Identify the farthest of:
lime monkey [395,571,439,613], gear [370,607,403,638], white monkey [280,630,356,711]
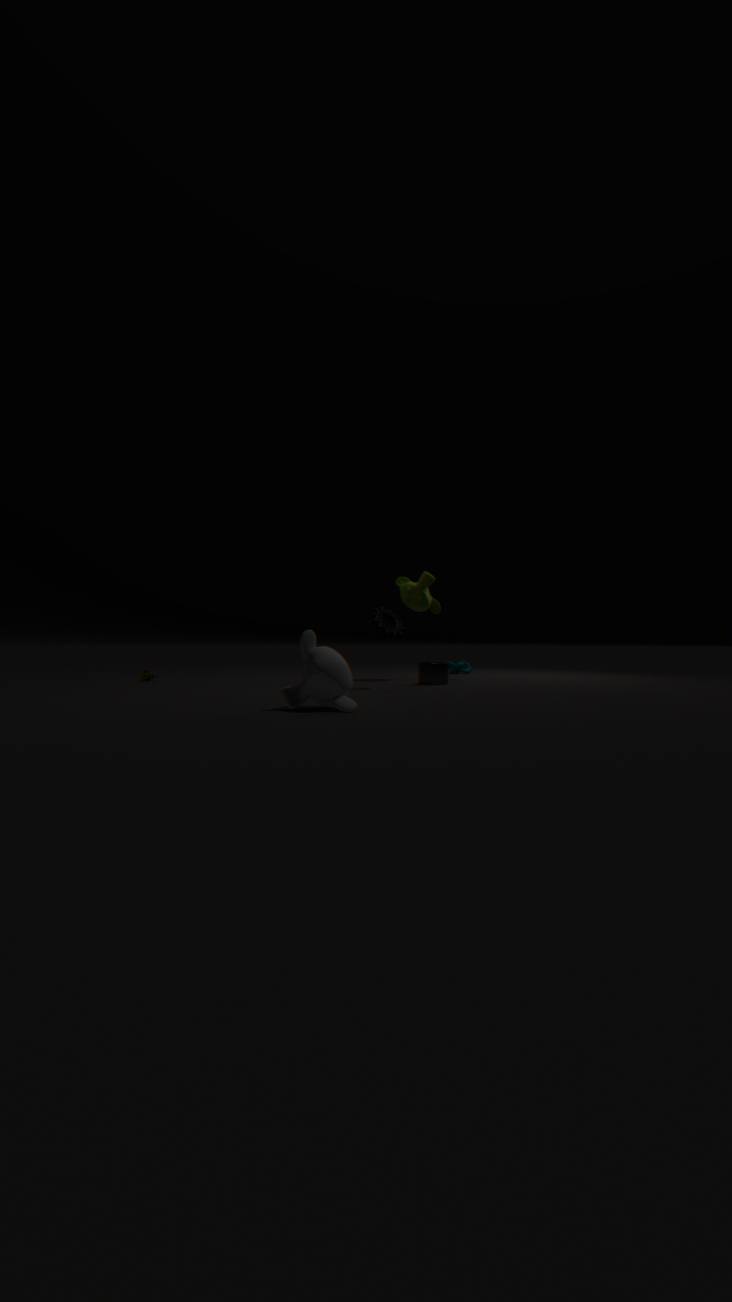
lime monkey [395,571,439,613]
